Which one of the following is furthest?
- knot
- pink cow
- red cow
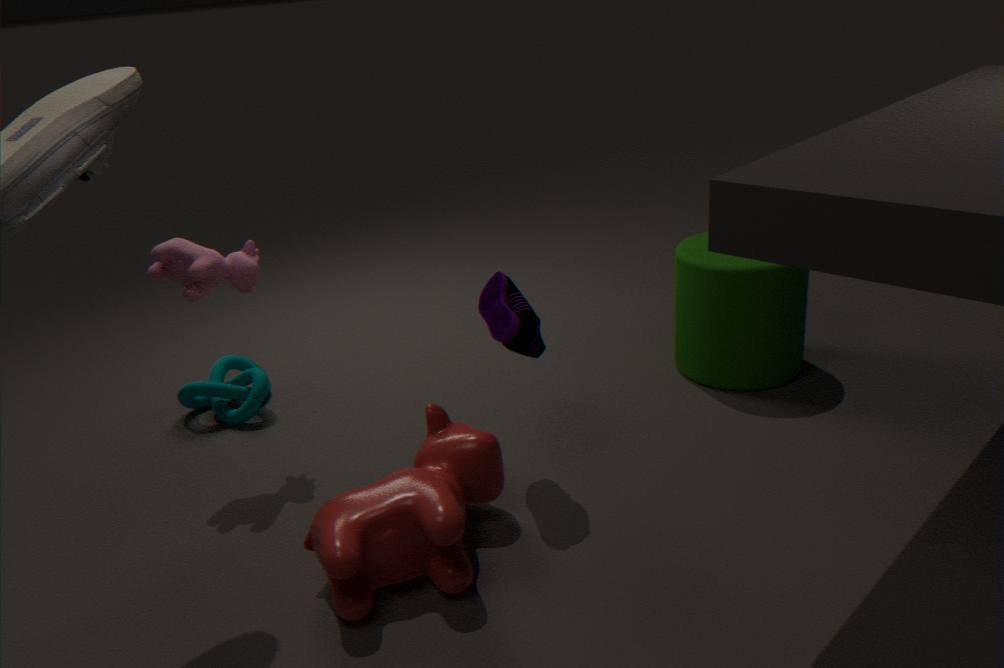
knot
